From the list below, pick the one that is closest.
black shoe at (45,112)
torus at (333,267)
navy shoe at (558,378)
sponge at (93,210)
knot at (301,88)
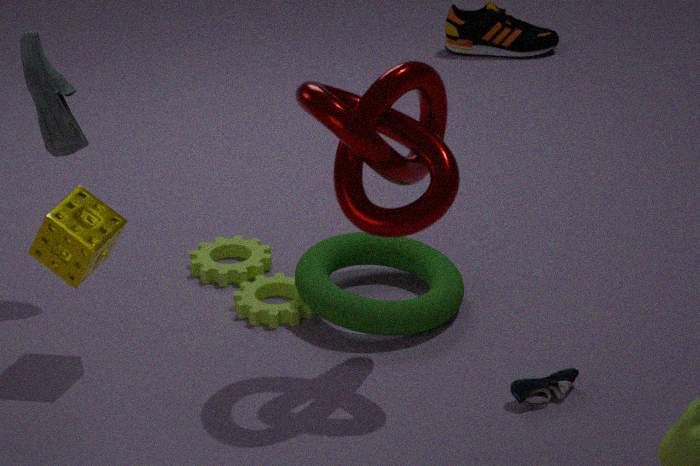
knot at (301,88)
